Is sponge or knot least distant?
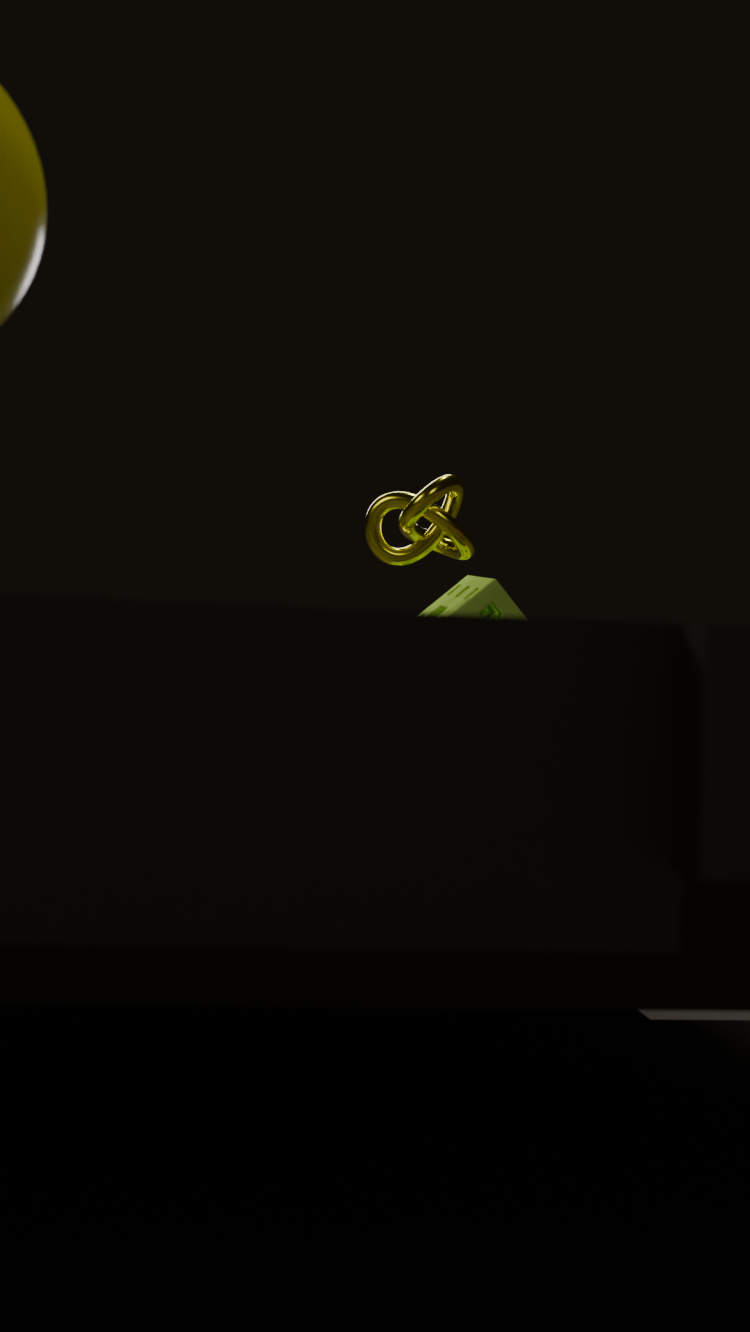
knot
